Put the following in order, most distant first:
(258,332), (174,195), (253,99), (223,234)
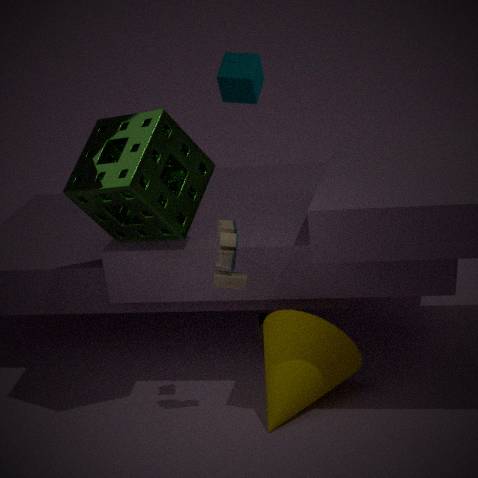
(253,99), (258,332), (174,195), (223,234)
